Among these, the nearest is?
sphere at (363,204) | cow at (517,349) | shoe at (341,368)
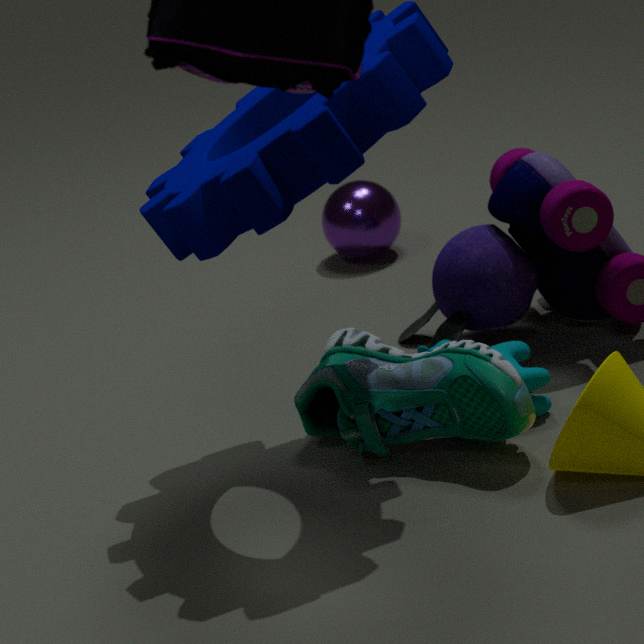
shoe at (341,368)
